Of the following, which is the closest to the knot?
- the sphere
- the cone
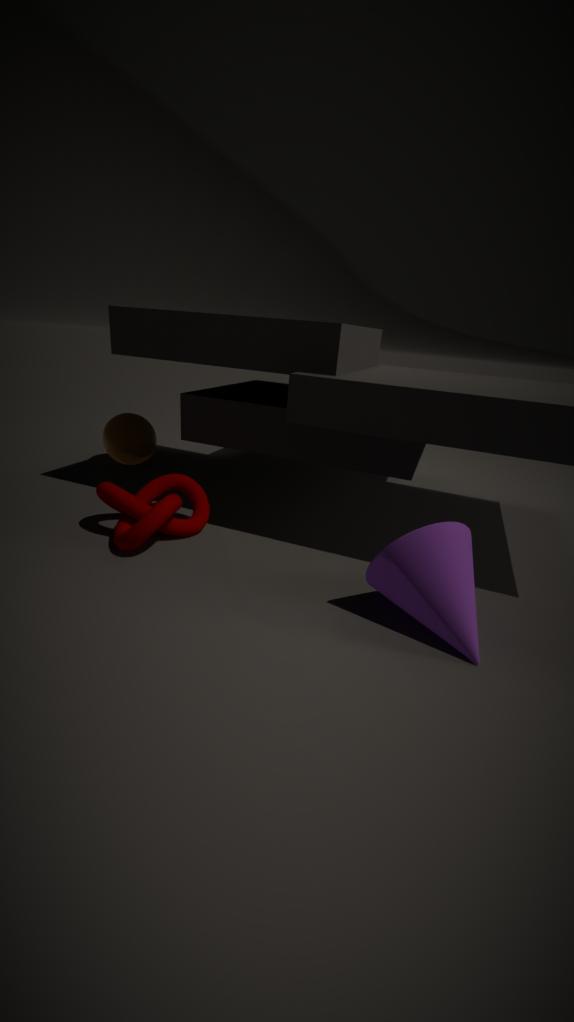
the sphere
